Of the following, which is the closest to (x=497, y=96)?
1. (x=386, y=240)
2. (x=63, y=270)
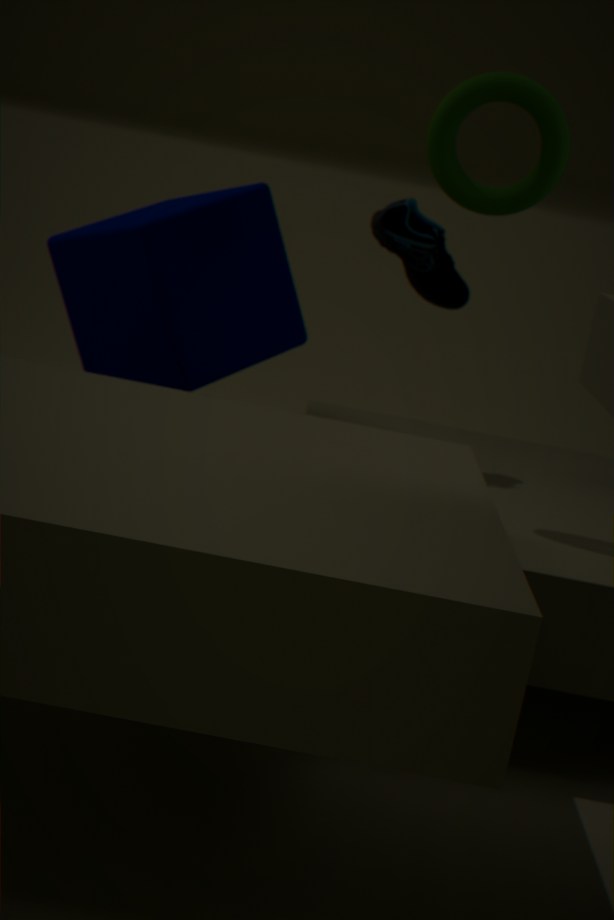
(x=386, y=240)
